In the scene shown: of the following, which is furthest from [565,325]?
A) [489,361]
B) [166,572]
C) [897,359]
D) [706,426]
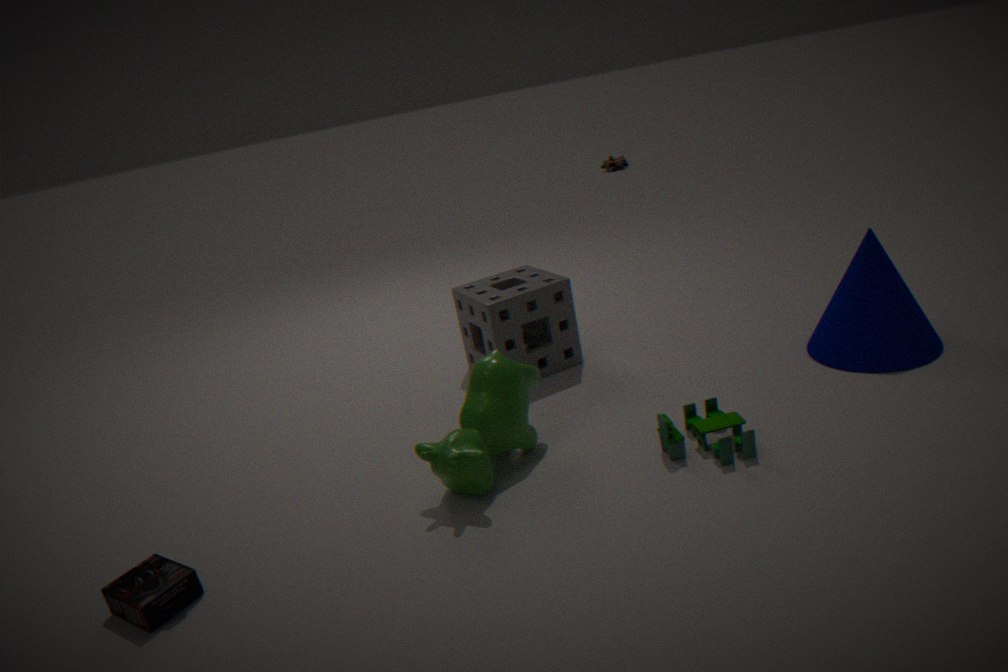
[166,572]
